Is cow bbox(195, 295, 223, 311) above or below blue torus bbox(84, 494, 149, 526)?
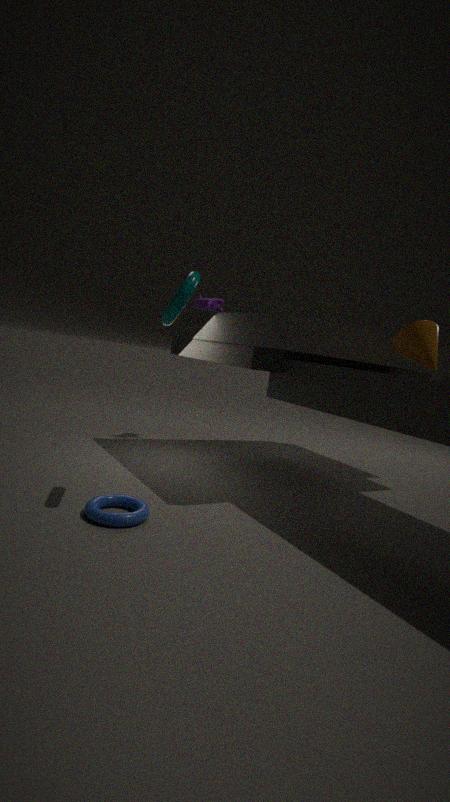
above
